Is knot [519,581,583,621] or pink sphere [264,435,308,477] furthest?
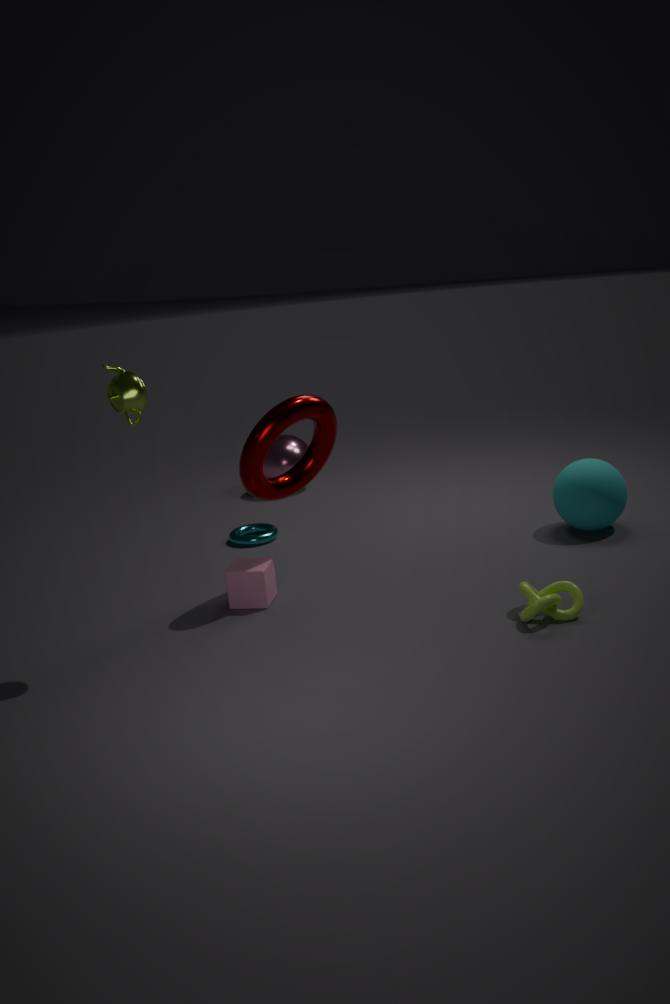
pink sphere [264,435,308,477]
